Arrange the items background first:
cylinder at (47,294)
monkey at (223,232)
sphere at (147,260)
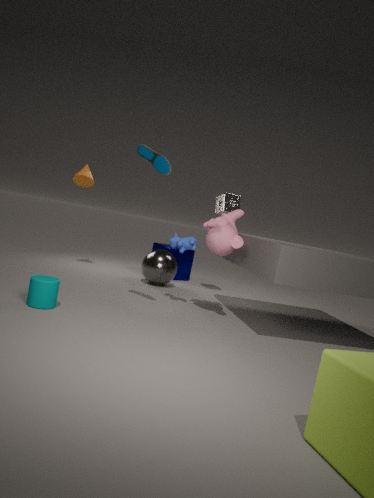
1. sphere at (147,260)
2. monkey at (223,232)
3. cylinder at (47,294)
